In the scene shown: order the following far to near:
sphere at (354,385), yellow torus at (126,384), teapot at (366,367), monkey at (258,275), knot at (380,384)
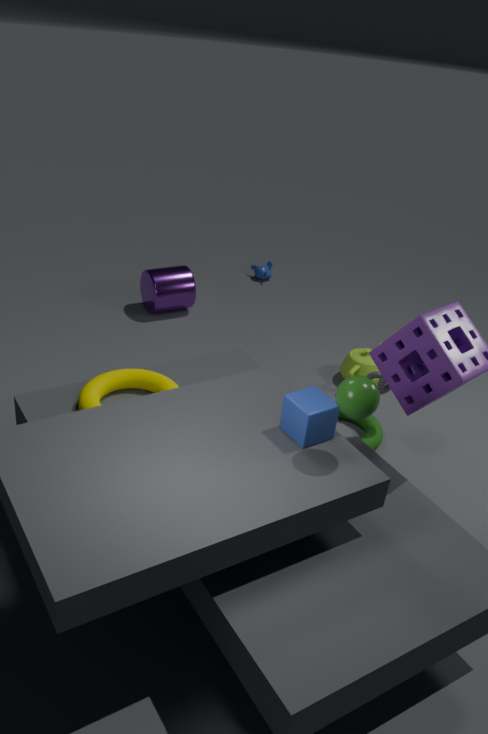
monkey at (258,275), teapot at (366,367), knot at (380,384), yellow torus at (126,384), sphere at (354,385)
